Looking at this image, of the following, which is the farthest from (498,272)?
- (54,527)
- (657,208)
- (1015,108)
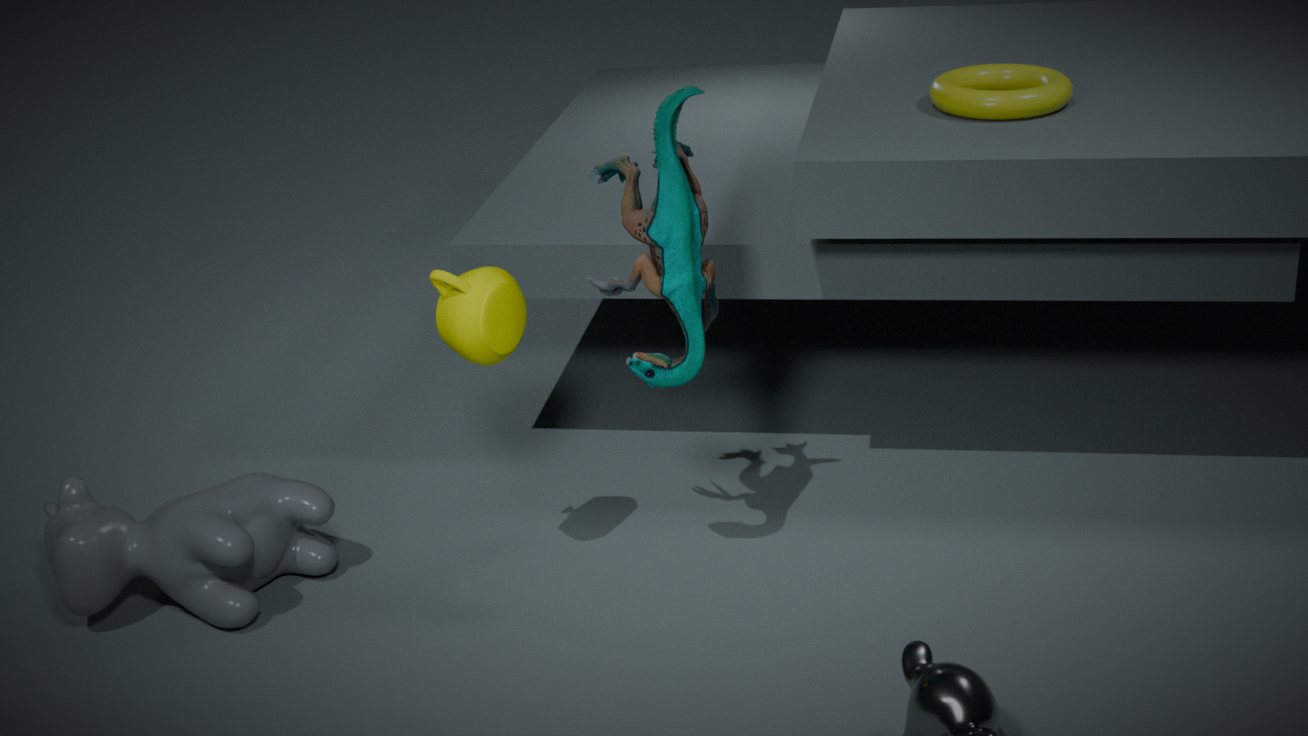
(1015,108)
